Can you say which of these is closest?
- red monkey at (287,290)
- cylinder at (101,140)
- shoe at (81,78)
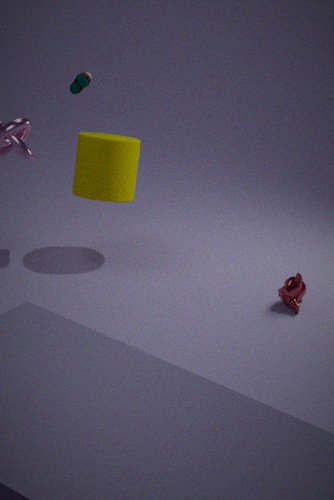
red monkey at (287,290)
